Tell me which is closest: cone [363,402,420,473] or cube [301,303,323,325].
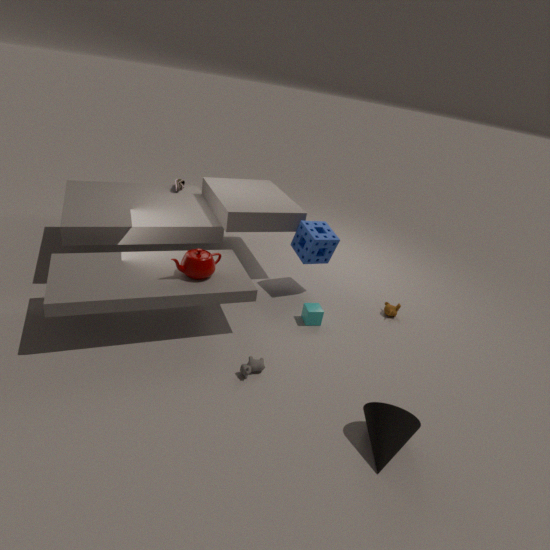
cone [363,402,420,473]
